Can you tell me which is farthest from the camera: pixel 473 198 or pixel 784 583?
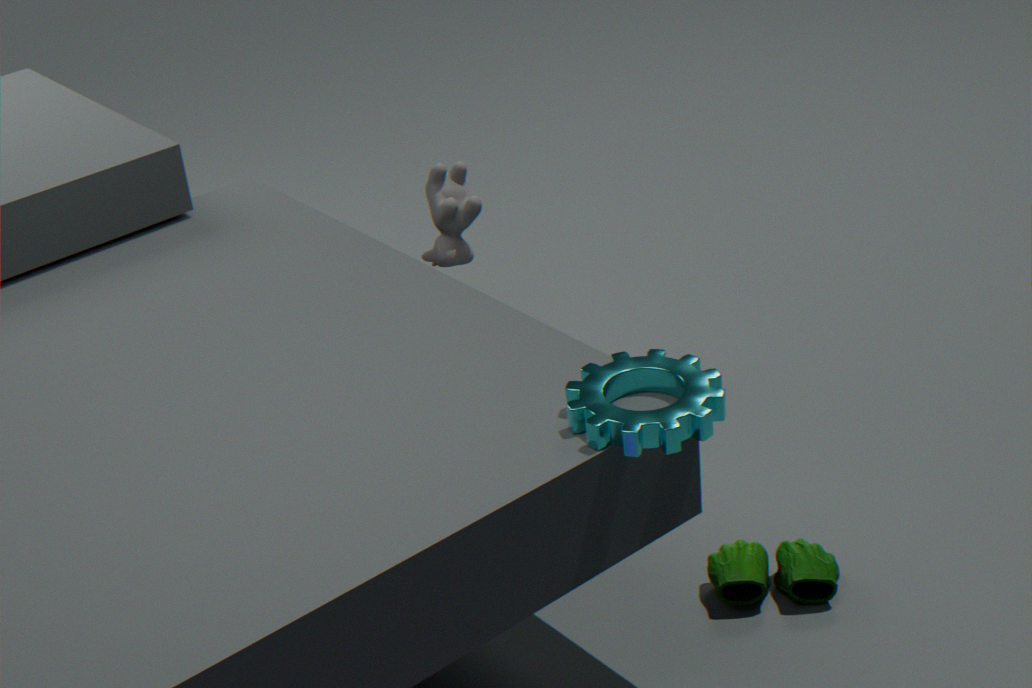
pixel 473 198
